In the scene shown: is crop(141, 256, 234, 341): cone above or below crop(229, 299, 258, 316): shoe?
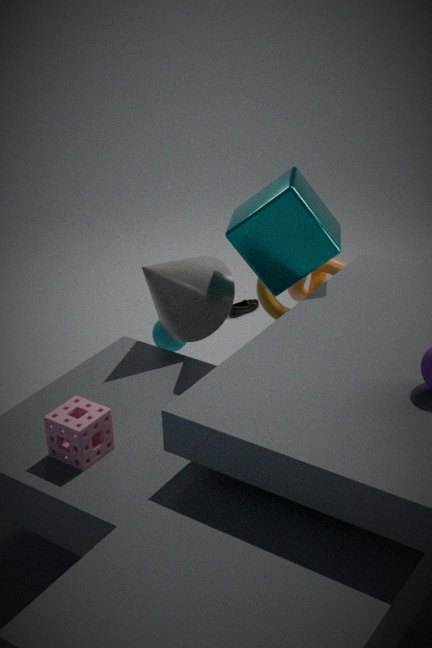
above
